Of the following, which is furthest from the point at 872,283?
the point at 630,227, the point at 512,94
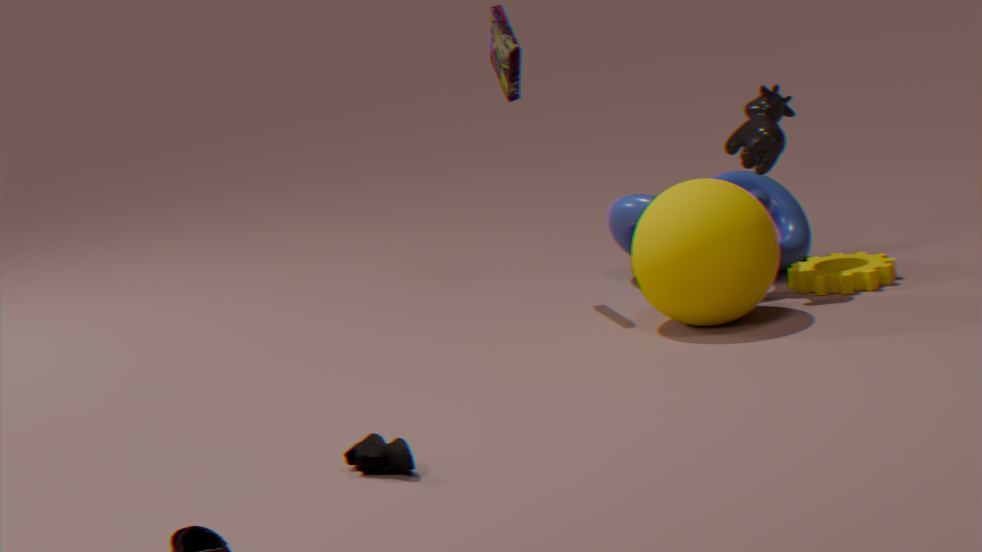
the point at 512,94
